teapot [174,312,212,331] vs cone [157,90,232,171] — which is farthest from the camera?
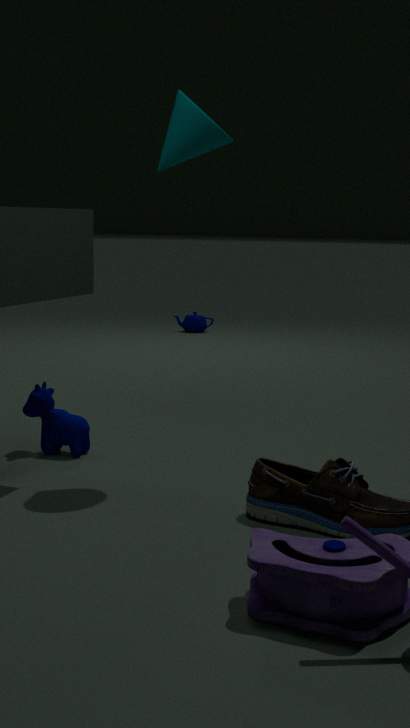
teapot [174,312,212,331]
